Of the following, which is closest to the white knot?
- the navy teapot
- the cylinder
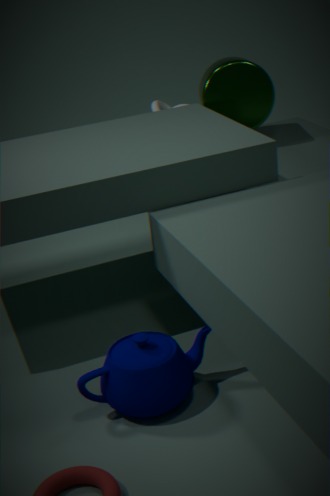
the cylinder
